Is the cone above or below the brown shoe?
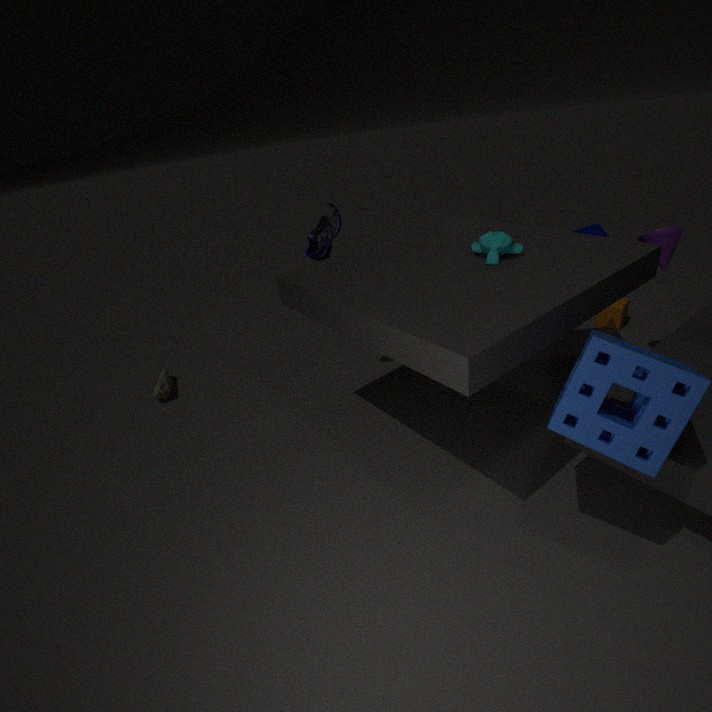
above
